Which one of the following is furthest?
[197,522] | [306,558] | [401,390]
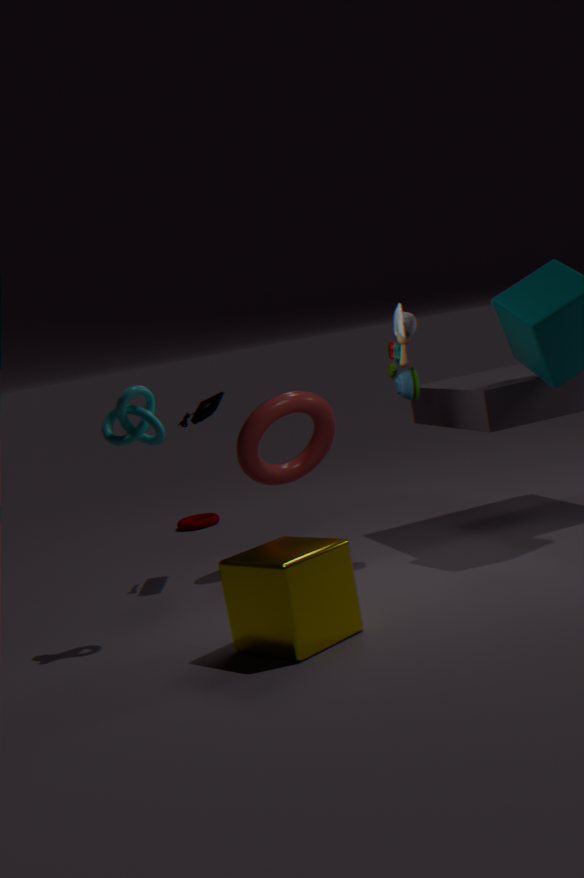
[197,522]
